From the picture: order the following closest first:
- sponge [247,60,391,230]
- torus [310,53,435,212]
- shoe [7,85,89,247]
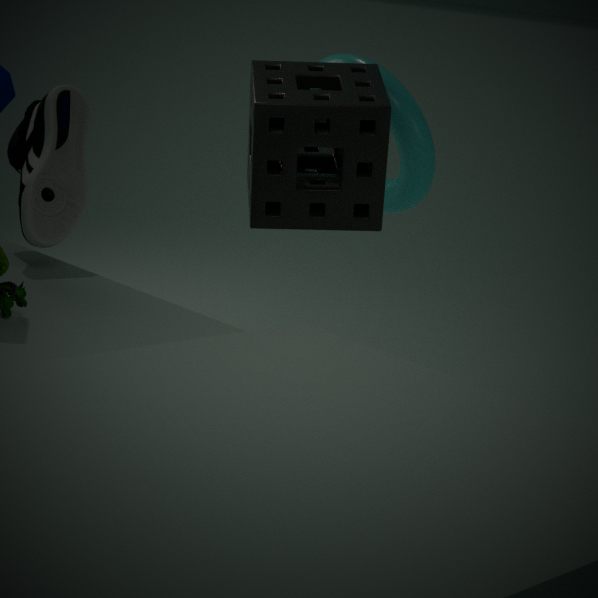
shoe [7,85,89,247], sponge [247,60,391,230], torus [310,53,435,212]
